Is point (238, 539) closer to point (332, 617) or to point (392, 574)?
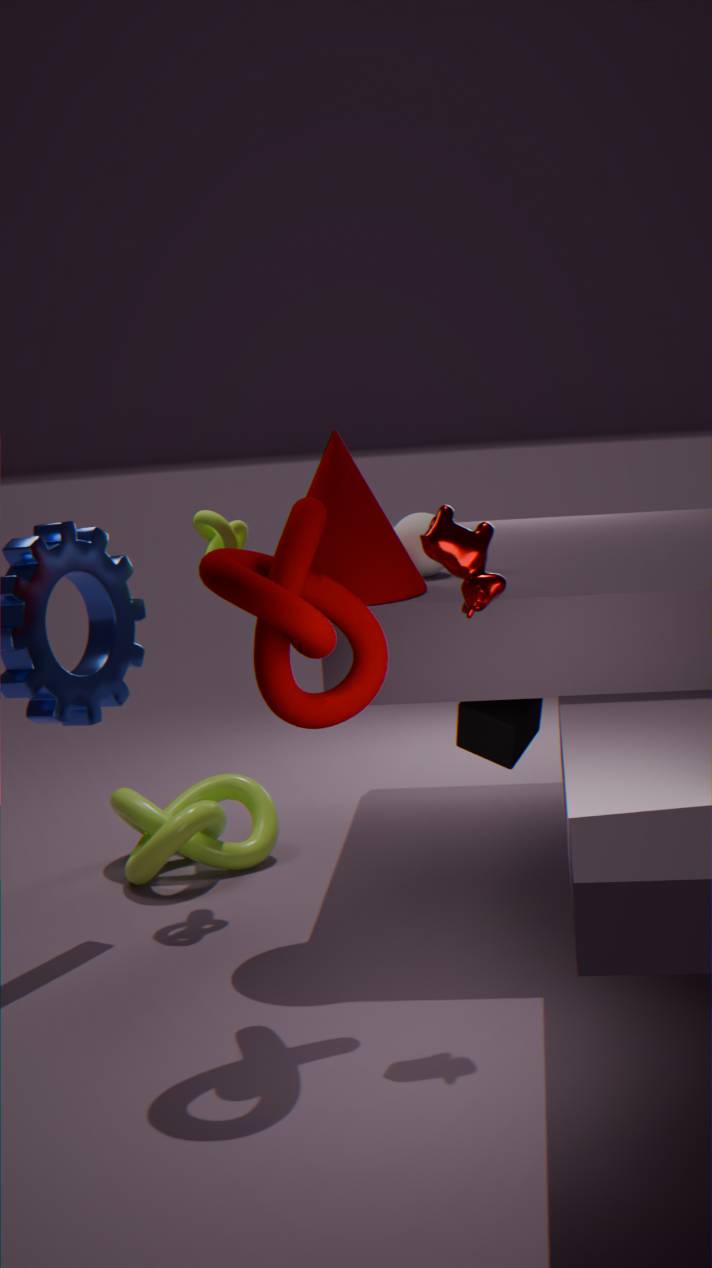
point (392, 574)
